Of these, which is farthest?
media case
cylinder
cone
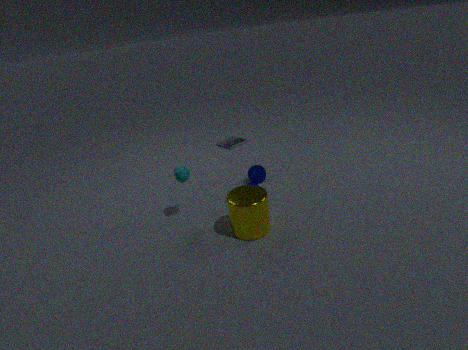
media case
